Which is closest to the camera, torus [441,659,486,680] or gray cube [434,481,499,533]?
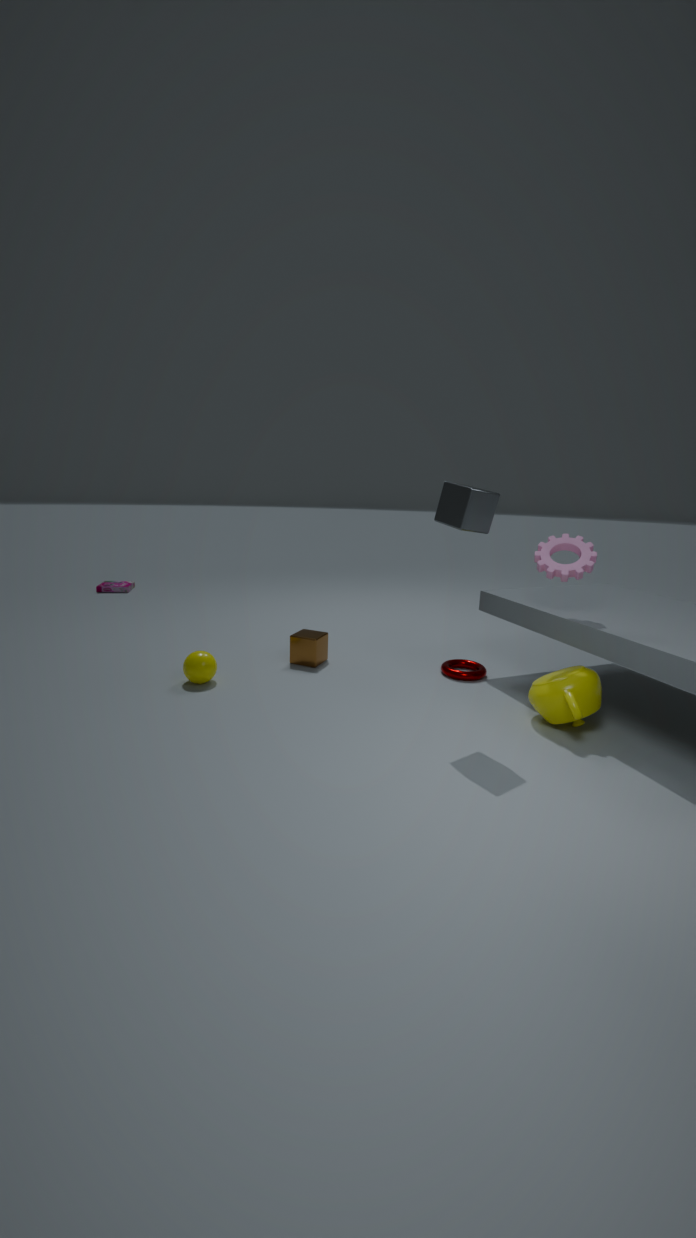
gray cube [434,481,499,533]
